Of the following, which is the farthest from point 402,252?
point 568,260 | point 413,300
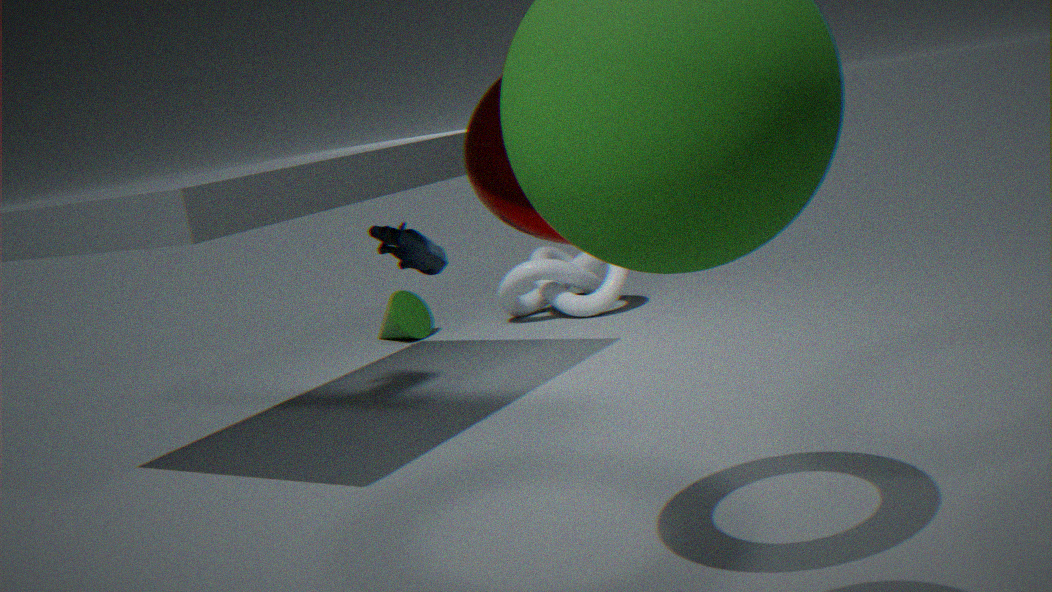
point 568,260
